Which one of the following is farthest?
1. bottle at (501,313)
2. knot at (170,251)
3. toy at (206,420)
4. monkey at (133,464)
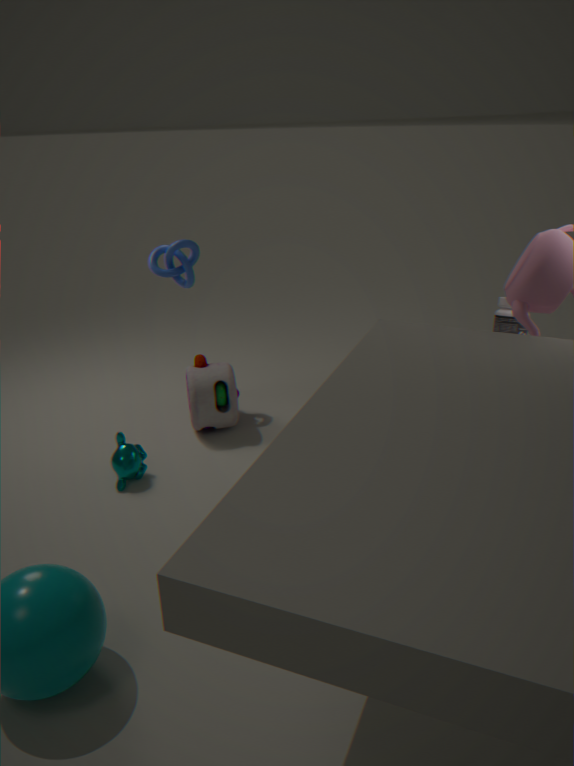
knot at (170,251)
